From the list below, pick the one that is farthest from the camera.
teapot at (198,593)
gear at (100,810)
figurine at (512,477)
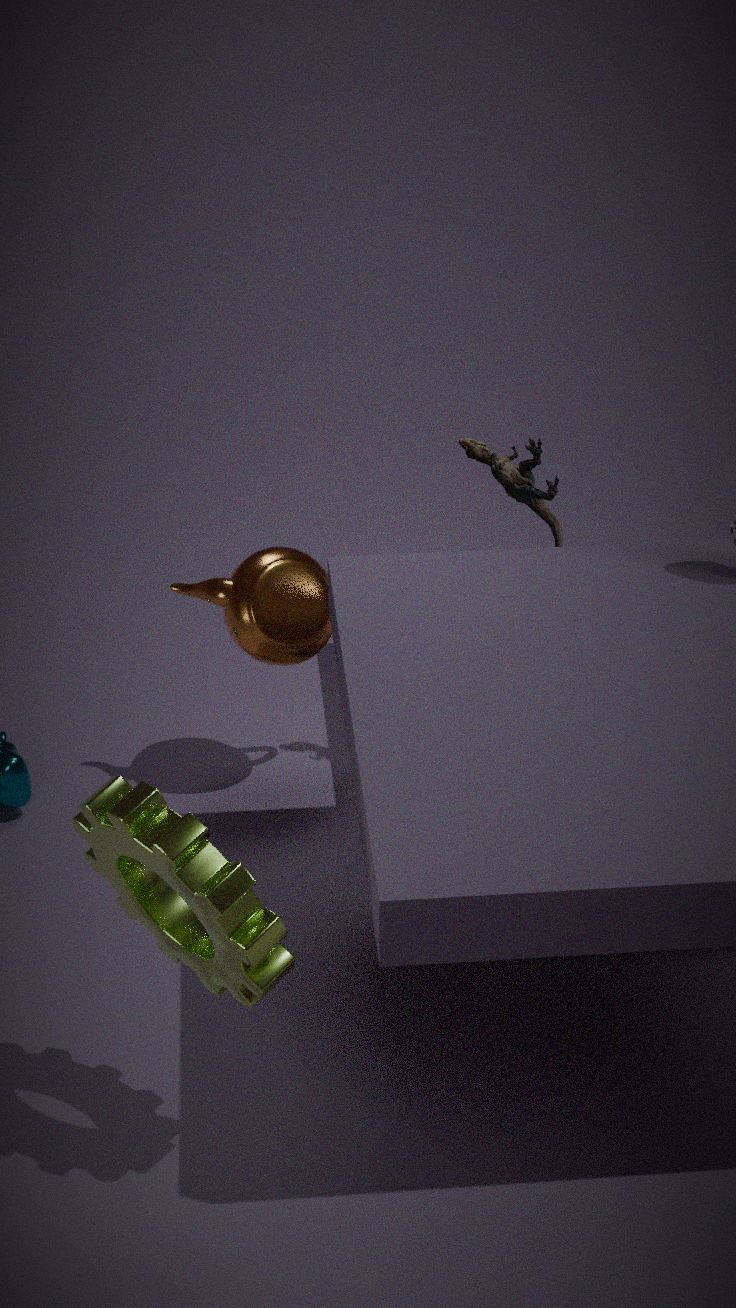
teapot at (198,593)
